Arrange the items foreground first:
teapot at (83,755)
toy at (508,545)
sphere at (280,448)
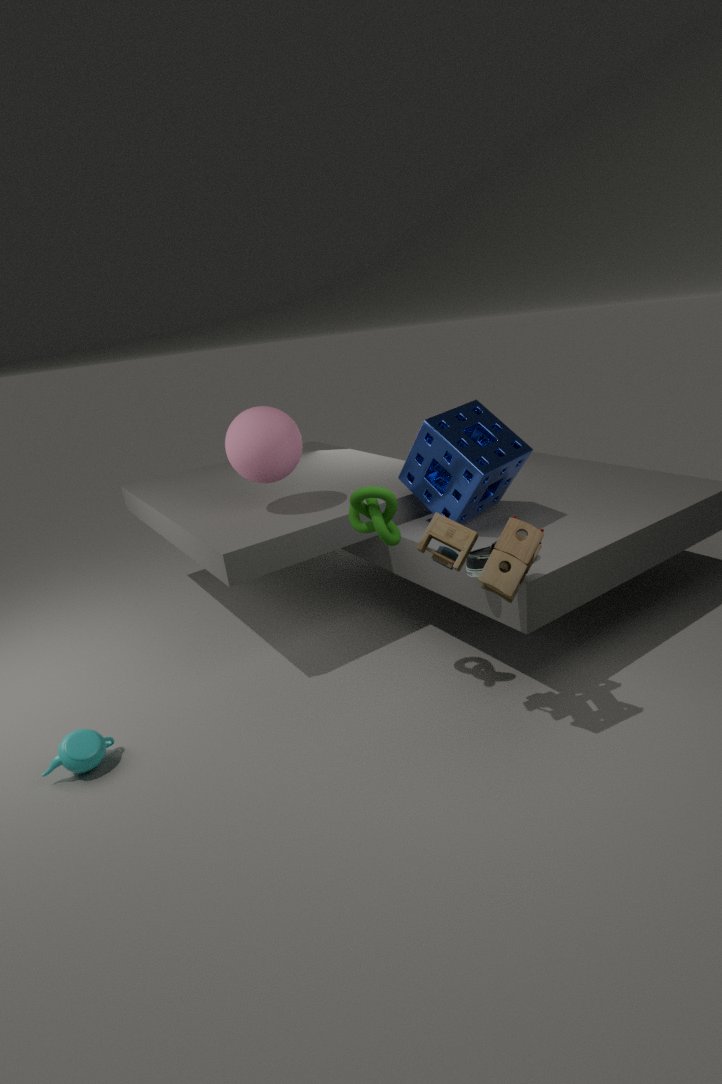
toy at (508,545) → teapot at (83,755) → sphere at (280,448)
